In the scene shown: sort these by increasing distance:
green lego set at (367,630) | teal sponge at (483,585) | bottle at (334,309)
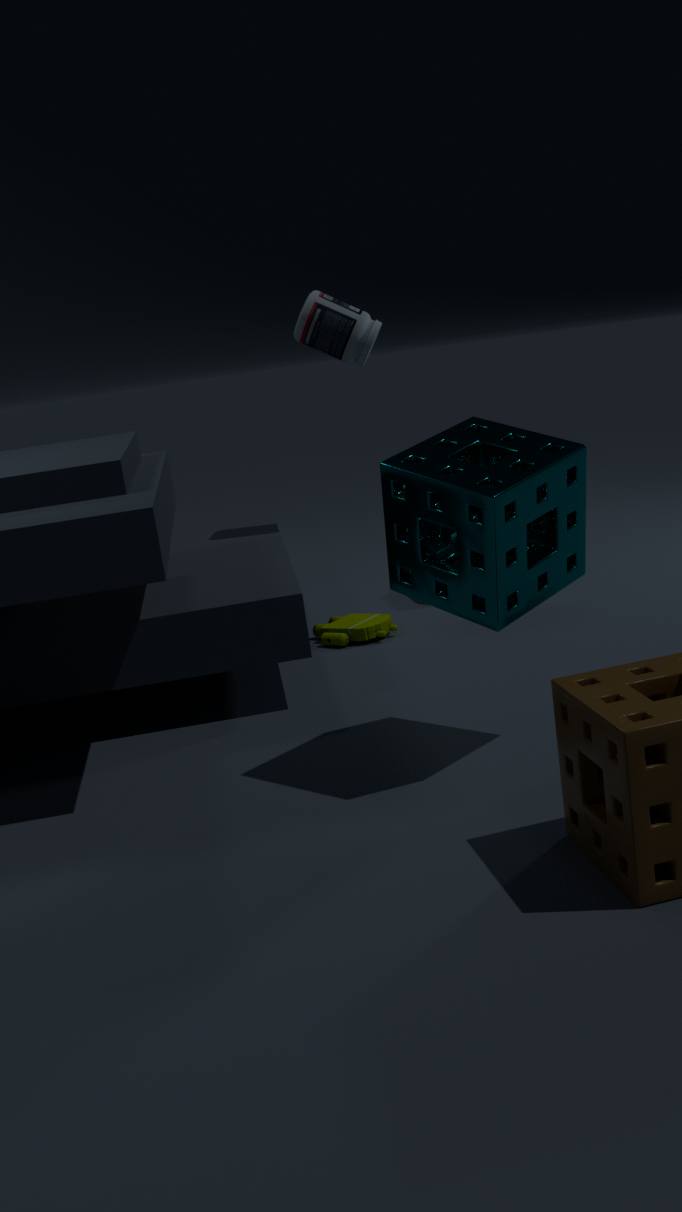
1. teal sponge at (483,585)
2. green lego set at (367,630)
3. bottle at (334,309)
